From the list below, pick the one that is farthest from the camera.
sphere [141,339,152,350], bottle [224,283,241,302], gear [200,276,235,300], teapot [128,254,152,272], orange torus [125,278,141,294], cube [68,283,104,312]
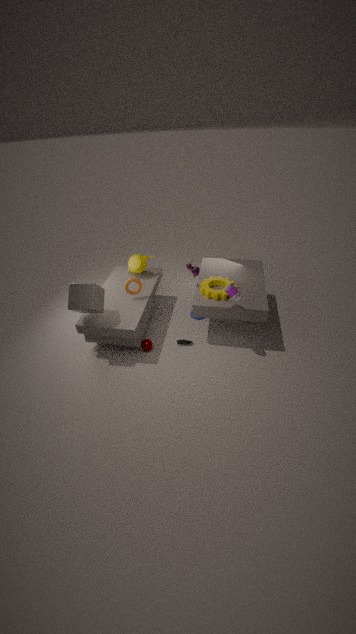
teapot [128,254,152,272]
